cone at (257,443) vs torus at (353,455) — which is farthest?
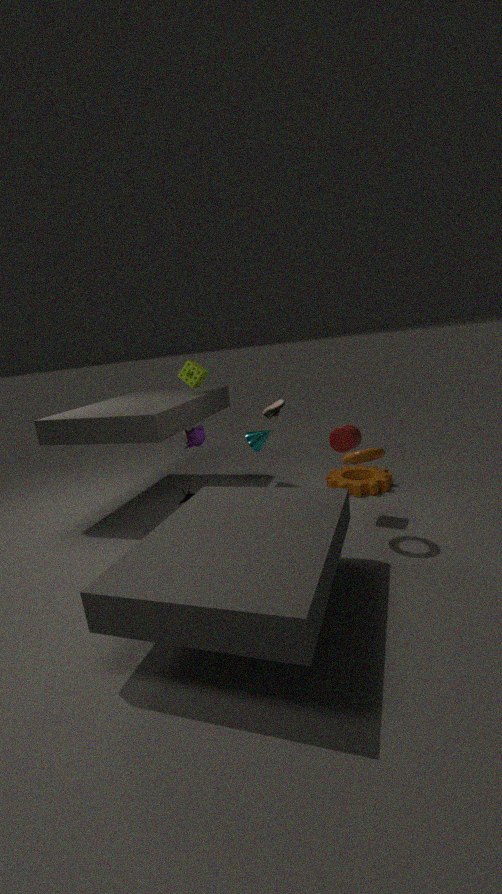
cone at (257,443)
